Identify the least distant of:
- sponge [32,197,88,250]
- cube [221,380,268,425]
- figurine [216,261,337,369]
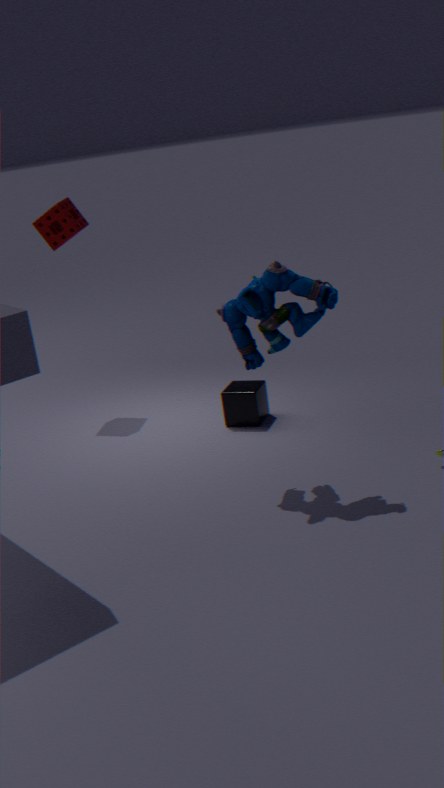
figurine [216,261,337,369]
